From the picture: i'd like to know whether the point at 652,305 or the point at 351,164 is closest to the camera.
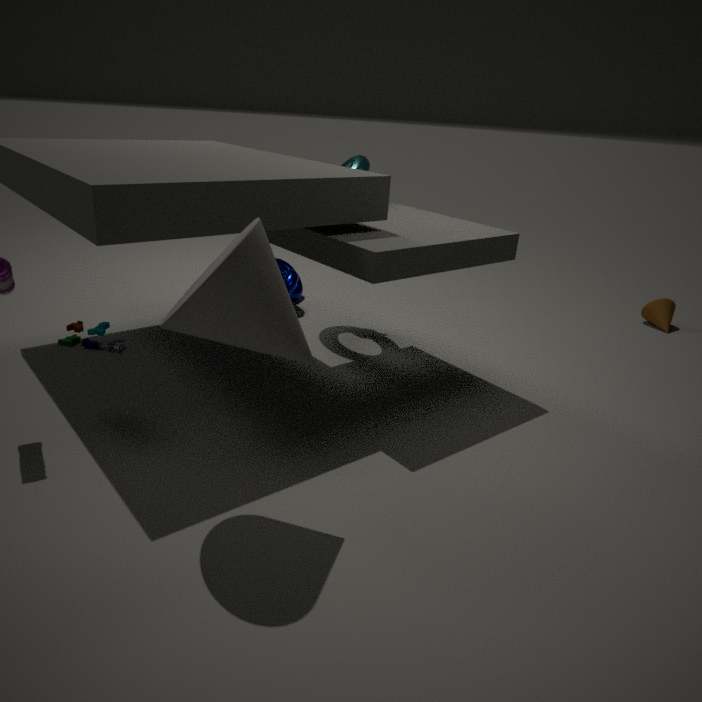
the point at 351,164
